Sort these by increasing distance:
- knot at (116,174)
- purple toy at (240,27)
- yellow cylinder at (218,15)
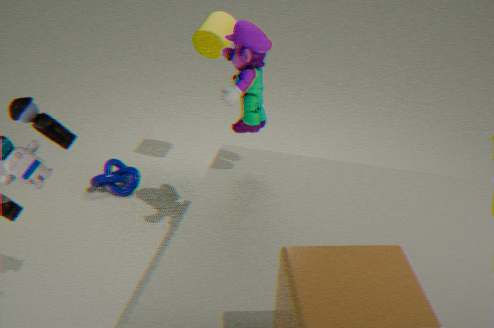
purple toy at (240,27)
yellow cylinder at (218,15)
knot at (116,174)
